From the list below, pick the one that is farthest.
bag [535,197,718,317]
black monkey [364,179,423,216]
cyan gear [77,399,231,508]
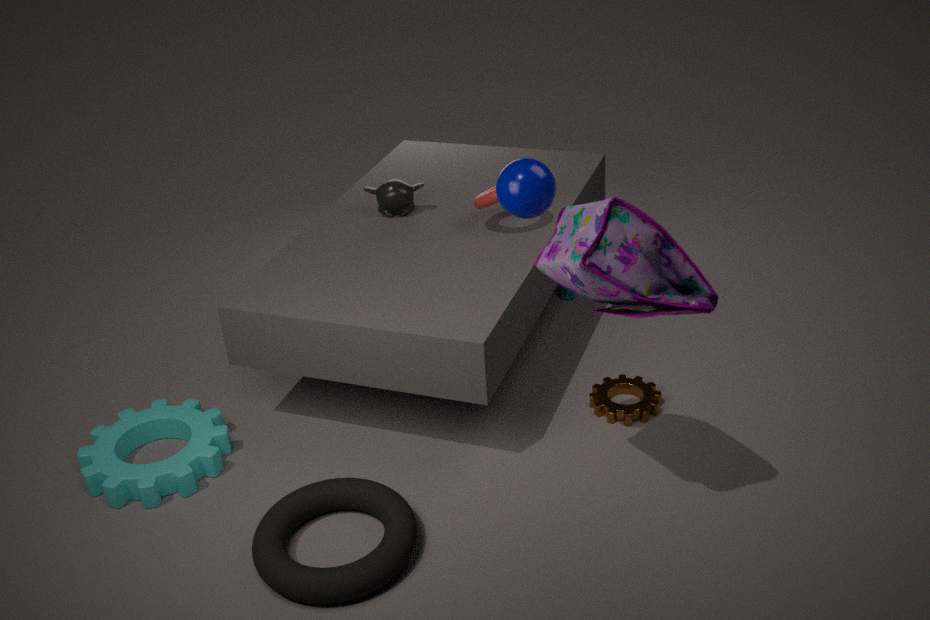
black monkey [364,179,423,216]
